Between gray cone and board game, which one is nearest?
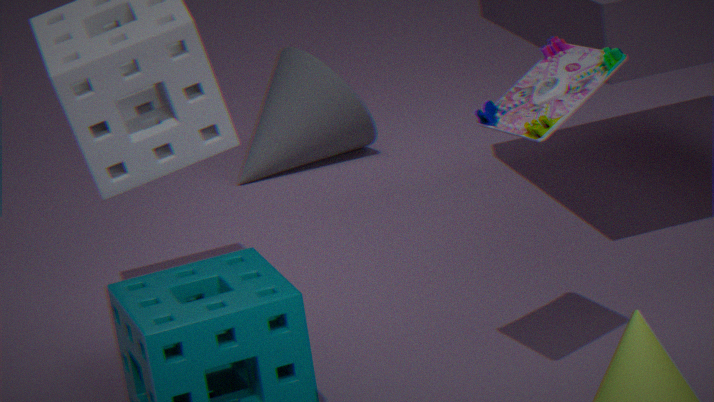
board game
